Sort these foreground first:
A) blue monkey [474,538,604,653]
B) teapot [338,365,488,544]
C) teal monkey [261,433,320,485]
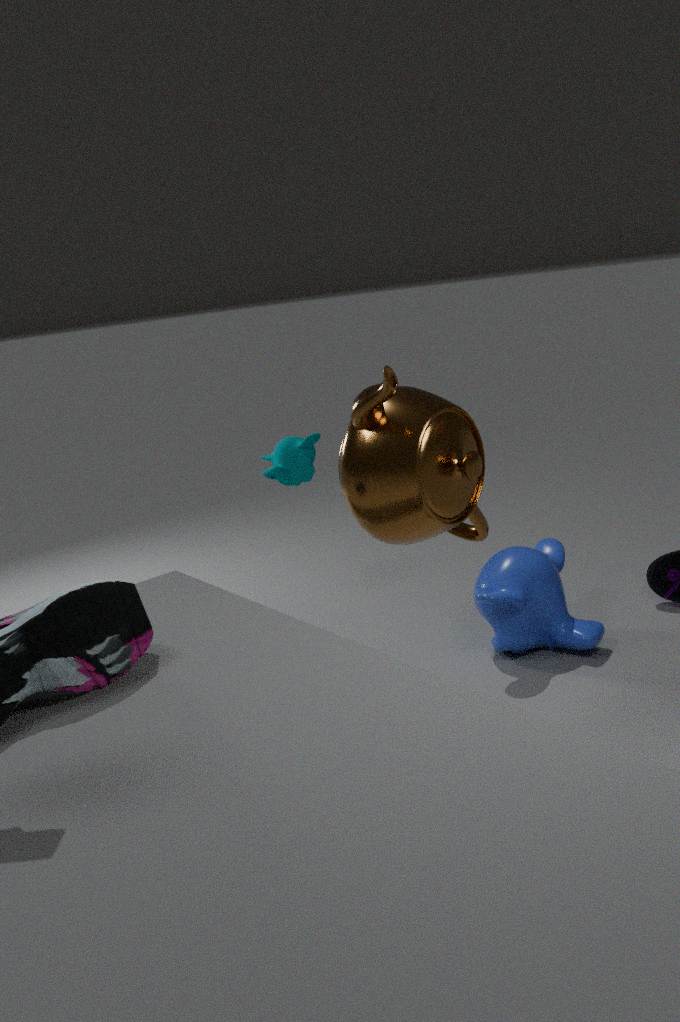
B. teapot [338,365,488,544] < A. blue monkey [474,538,604,653] < C. teal monkey [261,433,320,485]
